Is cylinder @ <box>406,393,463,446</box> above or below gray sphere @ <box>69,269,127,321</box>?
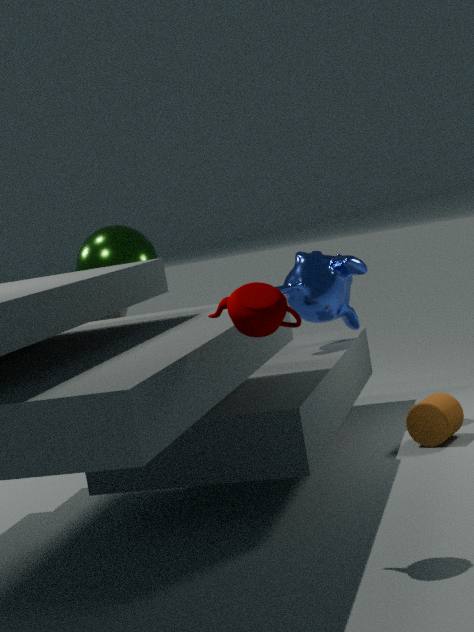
below
